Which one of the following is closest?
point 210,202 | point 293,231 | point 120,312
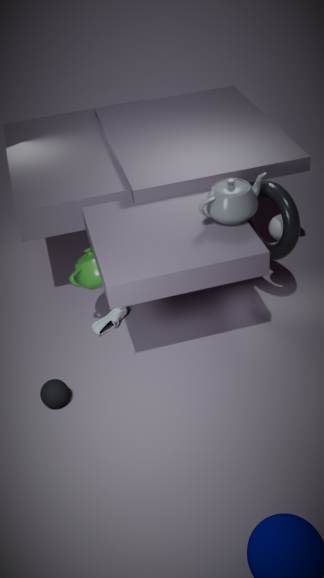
point 210,202
